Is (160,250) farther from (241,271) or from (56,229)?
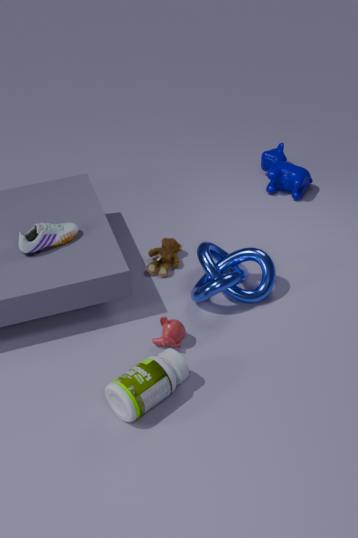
(56,229)
